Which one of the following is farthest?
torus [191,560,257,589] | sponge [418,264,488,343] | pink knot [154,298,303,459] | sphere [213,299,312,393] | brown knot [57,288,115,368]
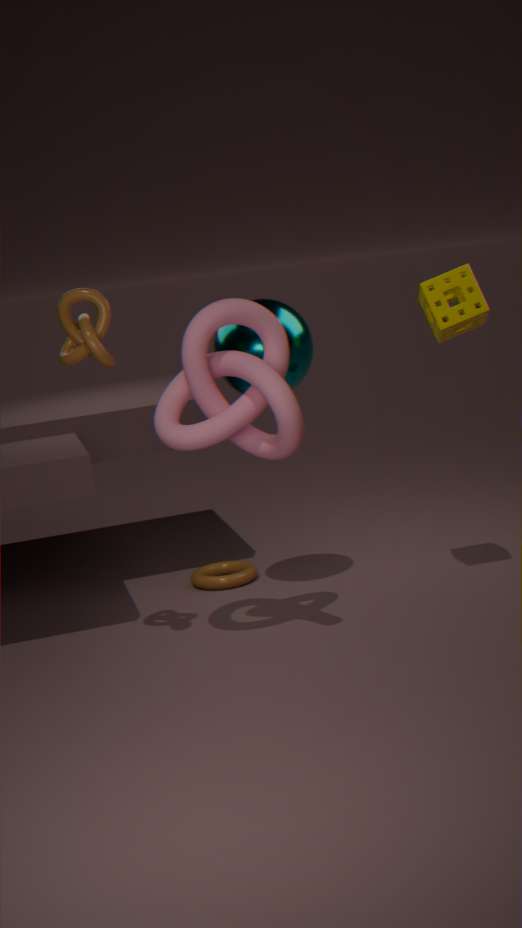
torus [191,560,257,589]
